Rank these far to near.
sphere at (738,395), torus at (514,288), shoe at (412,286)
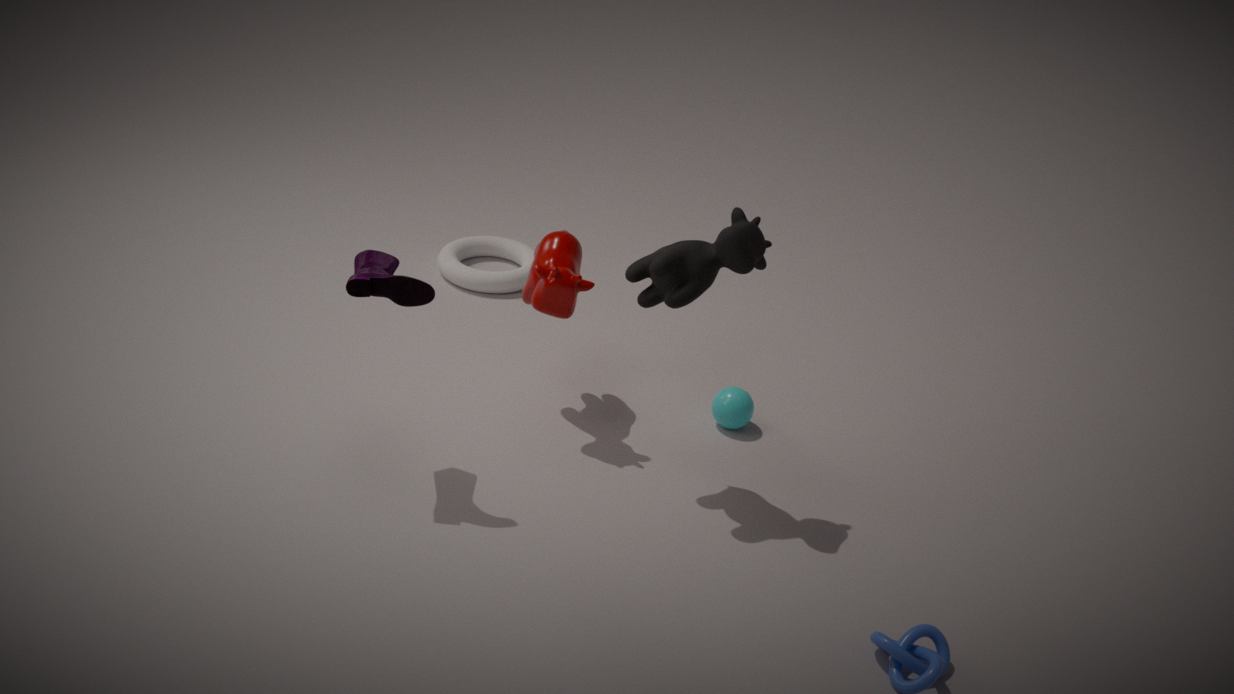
torus at (514,288) < sphere at (738,395) < shoe at (412,286)
